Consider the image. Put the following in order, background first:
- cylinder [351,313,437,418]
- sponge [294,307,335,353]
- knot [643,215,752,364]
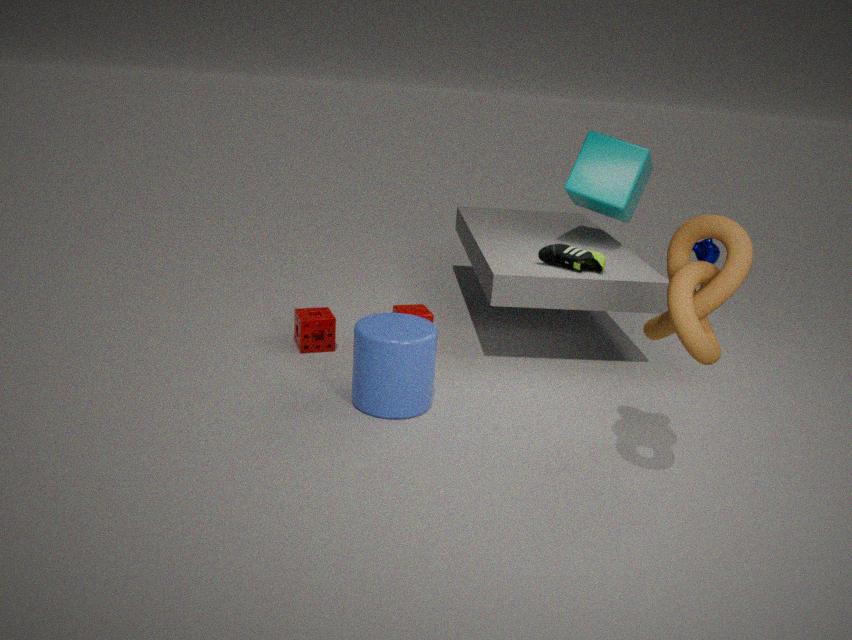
sponge [294,307,335,353] < cylinder [351,313,437,418] < knot [643,215,752,364]
